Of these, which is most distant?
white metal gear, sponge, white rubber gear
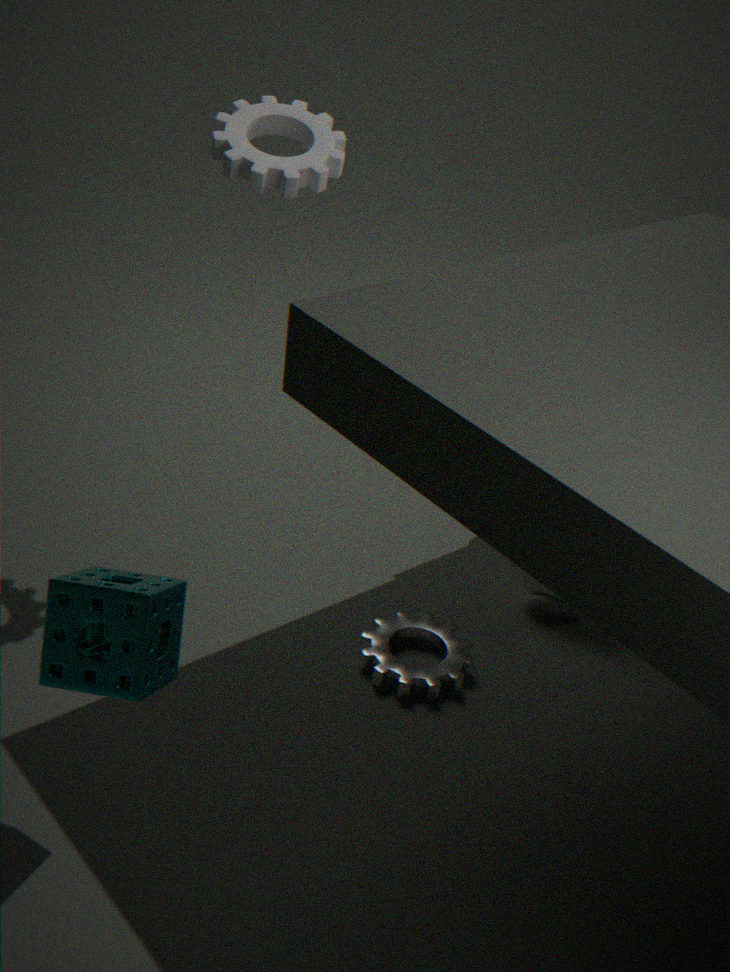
white metal gear
